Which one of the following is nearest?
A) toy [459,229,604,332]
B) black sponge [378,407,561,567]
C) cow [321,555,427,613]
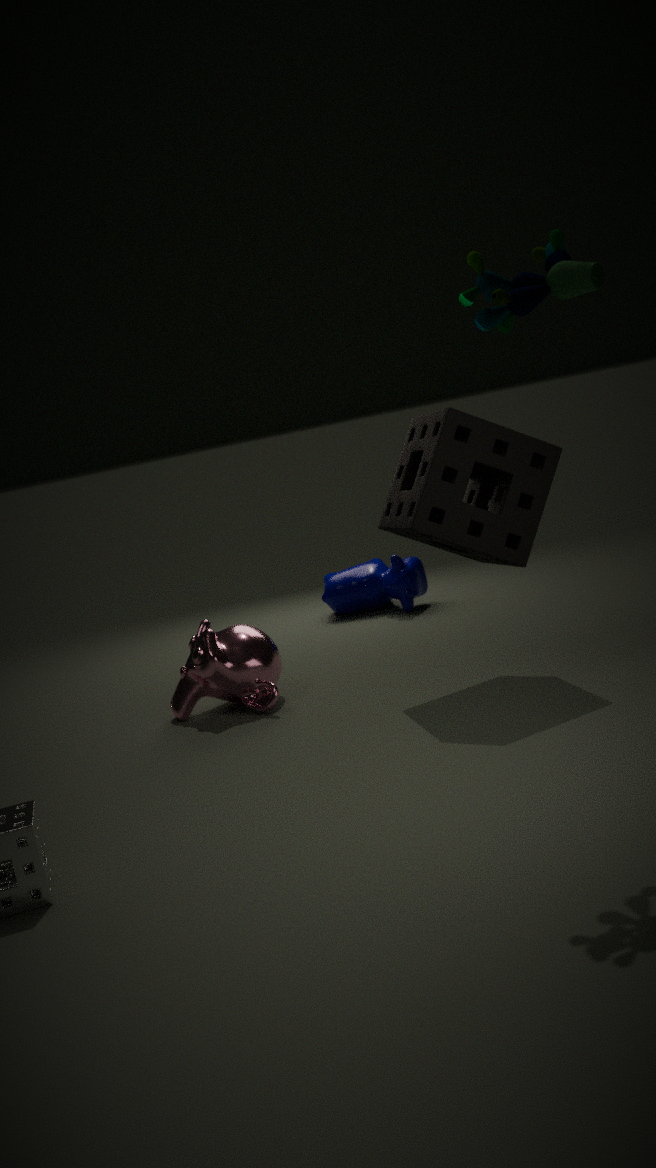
toy [459,229,604,332]
